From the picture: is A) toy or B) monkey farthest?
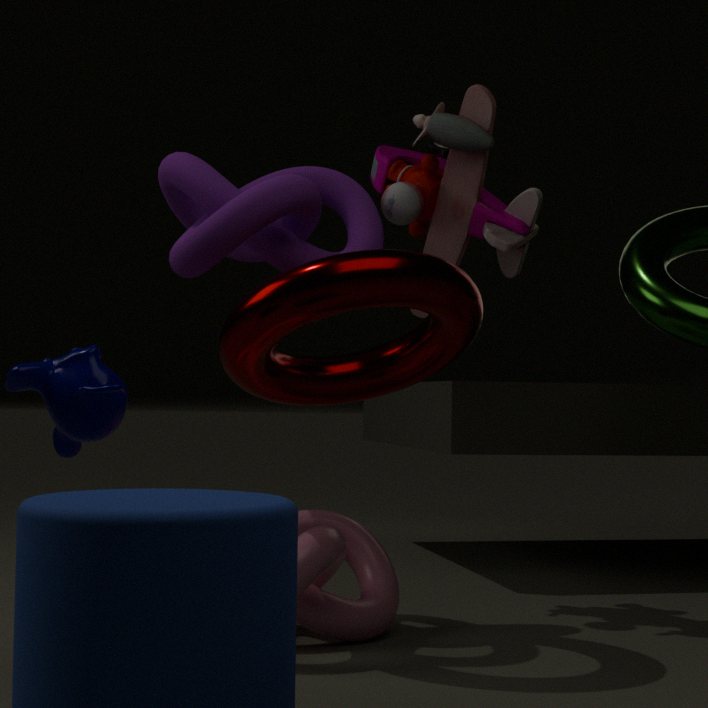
A. toy
